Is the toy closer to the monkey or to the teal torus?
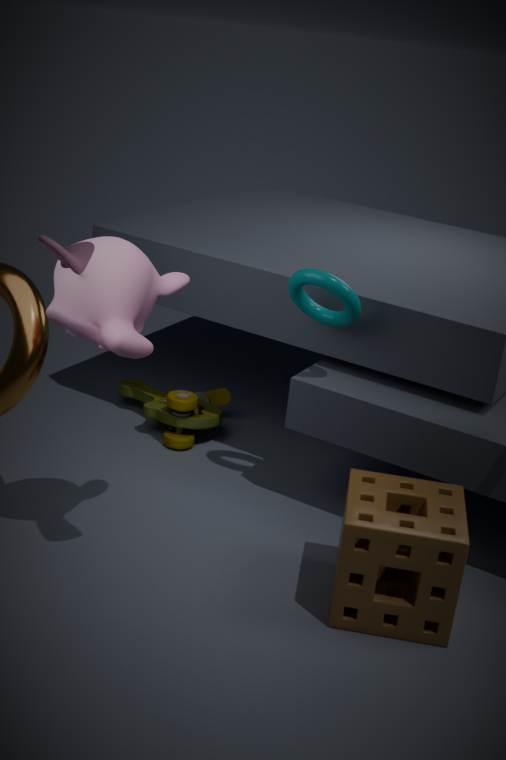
the teal torus
